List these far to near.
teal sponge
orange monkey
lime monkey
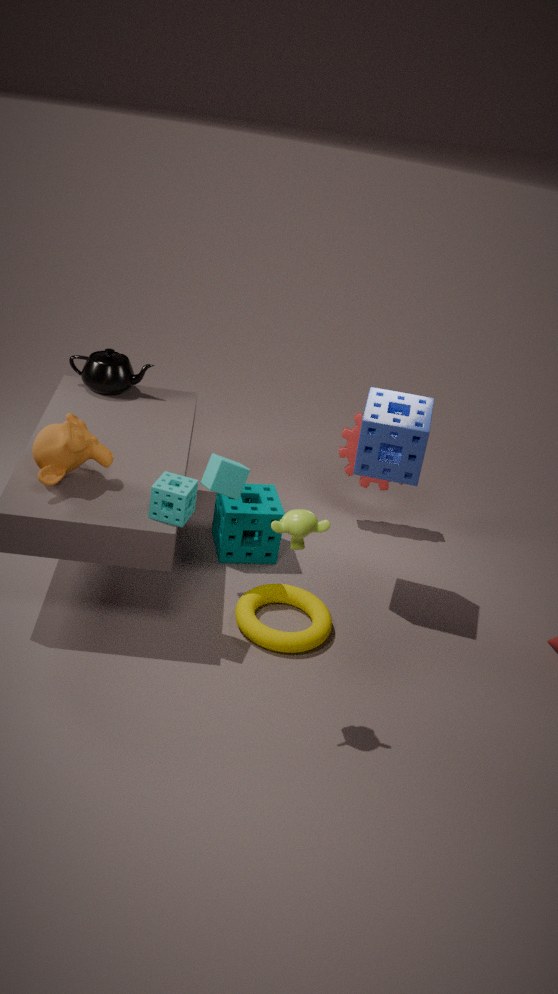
teal sponge
orange monkey
lime monkey
